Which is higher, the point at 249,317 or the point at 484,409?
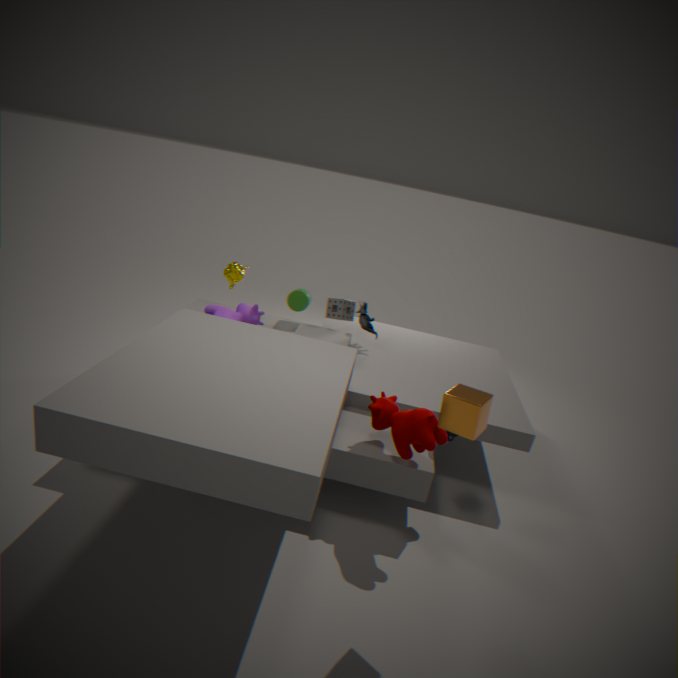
the point at 484,409
